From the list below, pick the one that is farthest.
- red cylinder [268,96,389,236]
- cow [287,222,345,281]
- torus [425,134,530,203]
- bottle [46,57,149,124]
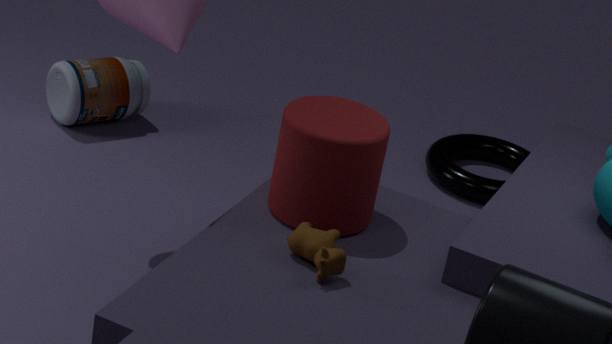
torus [425,134,530,203]
